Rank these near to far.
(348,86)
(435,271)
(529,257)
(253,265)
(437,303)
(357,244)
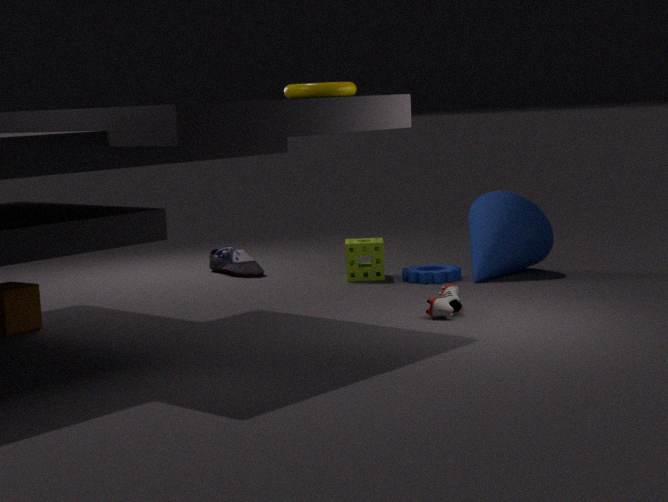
1. (348,86)
2. (437,303)
3. (435,271)
4. (529,257)
5. (357,244)
6. (253,265)
